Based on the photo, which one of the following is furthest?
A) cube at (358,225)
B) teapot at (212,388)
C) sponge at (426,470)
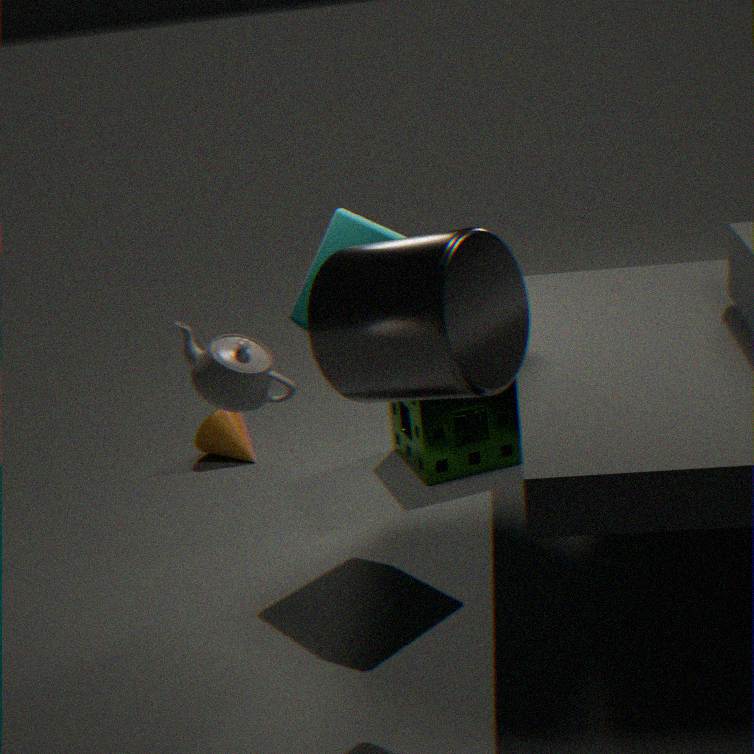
sponge at (426,470)
